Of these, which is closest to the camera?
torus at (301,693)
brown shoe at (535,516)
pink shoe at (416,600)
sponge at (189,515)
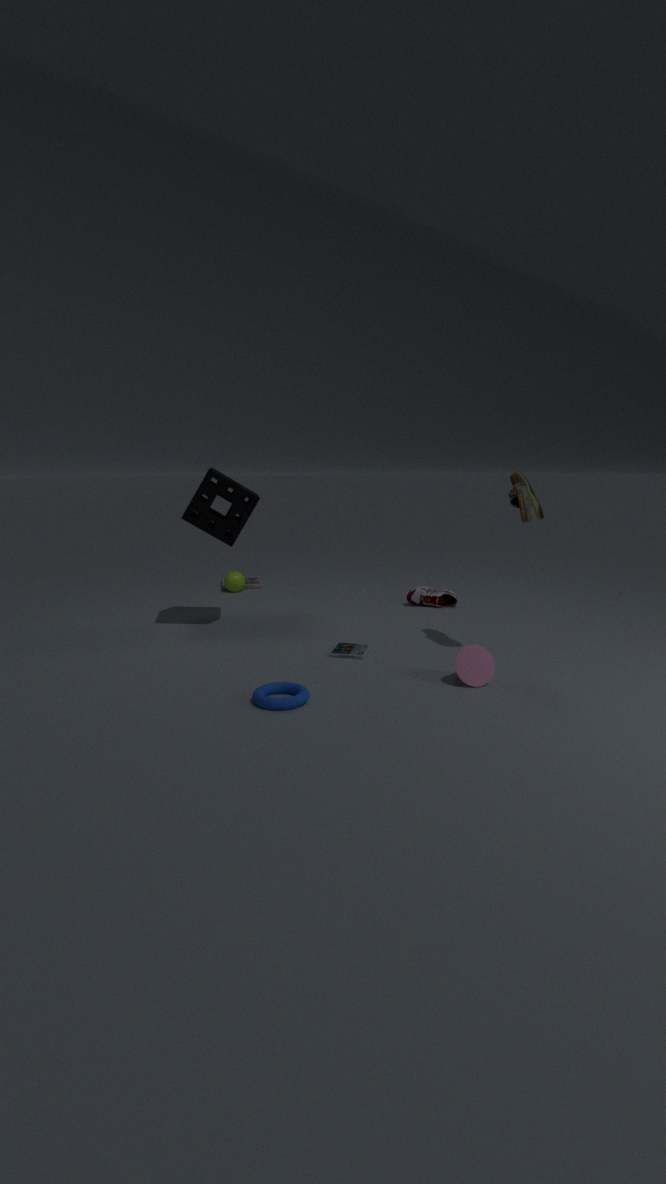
torus at (301,693)
